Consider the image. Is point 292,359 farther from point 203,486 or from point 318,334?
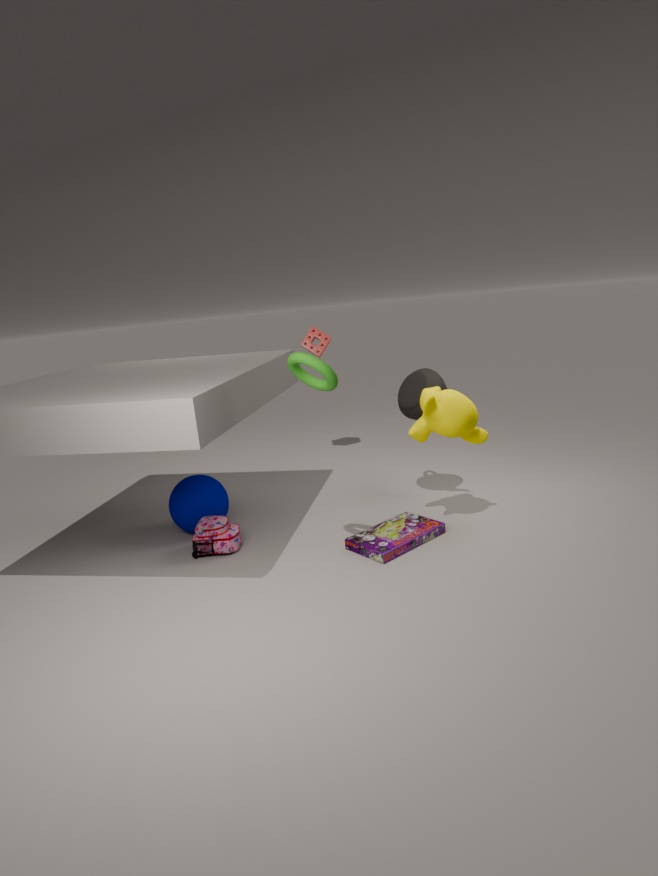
point 318,334
